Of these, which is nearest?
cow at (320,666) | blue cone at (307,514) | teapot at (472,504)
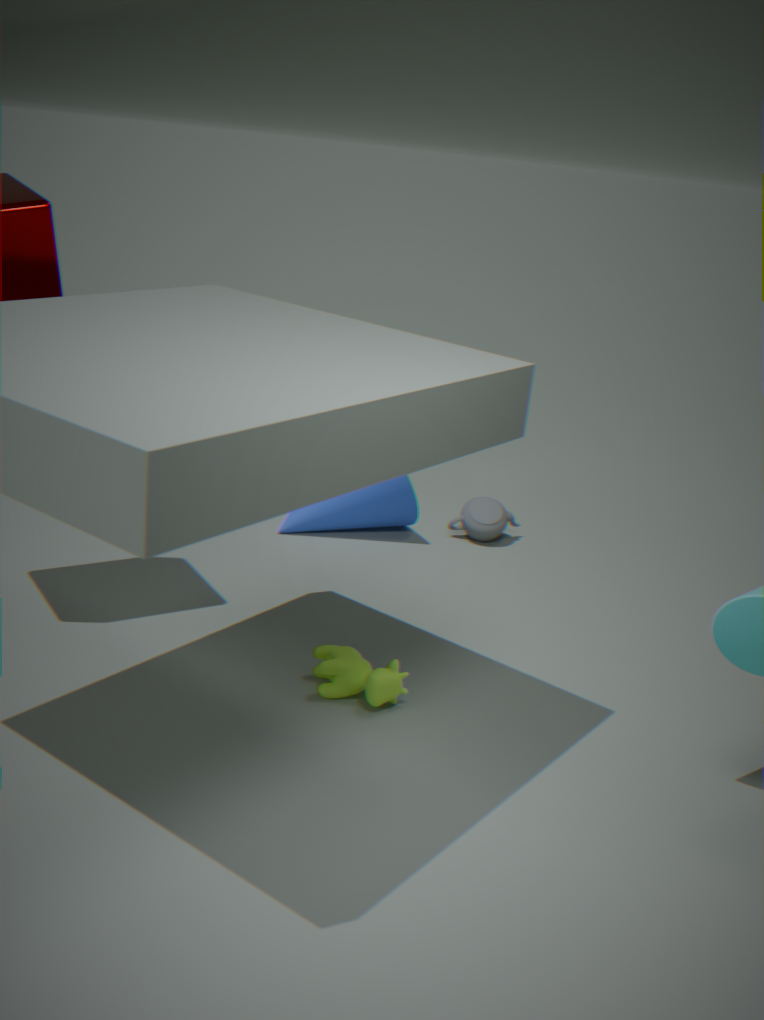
cow at (320,666)
